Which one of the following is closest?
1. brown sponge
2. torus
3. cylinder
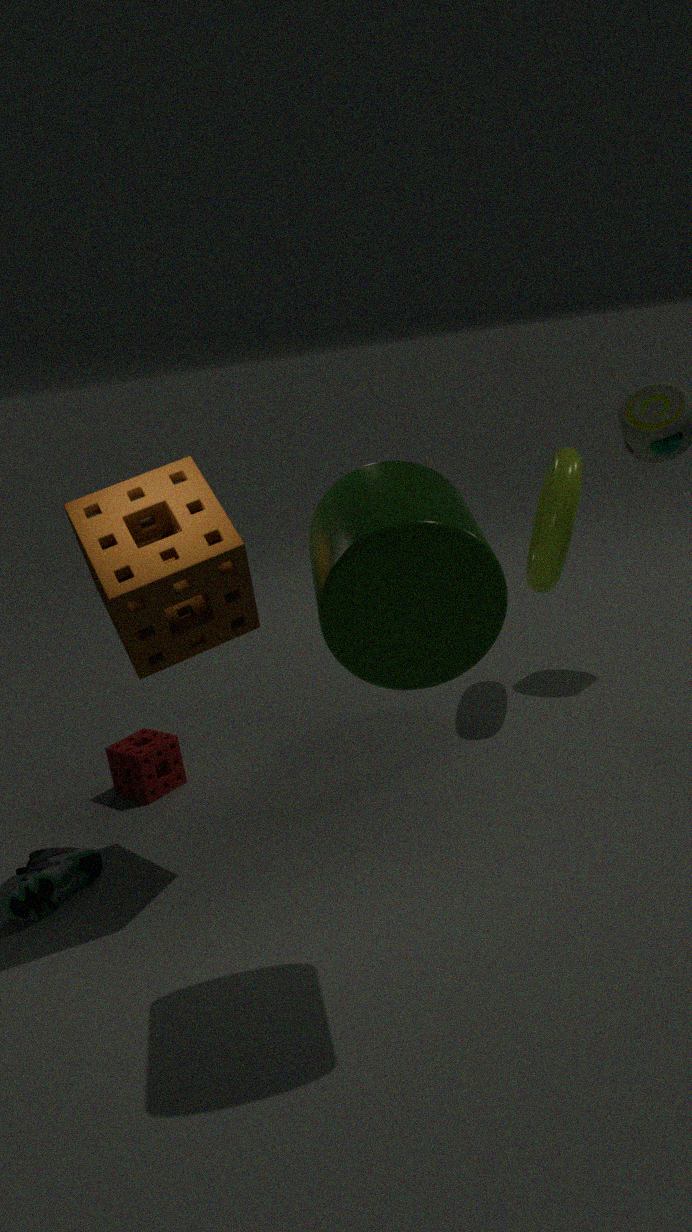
cylinder
